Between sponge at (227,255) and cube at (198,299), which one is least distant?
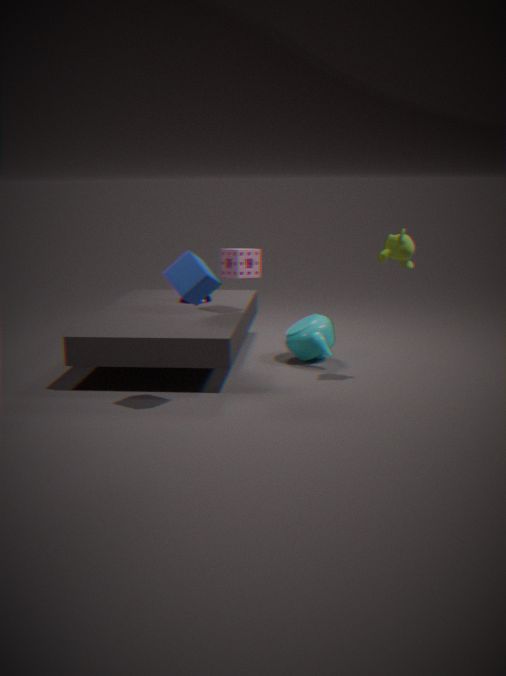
cube at (198,299)
